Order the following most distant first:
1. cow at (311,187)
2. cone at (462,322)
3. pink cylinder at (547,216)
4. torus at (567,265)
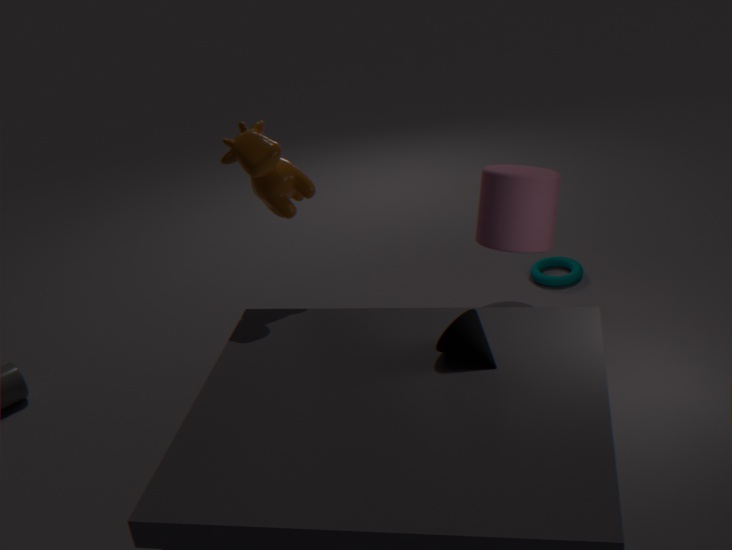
torus at (567,265), pink cylinder at (547,216), cow at (311,187), cone at (462,322)
